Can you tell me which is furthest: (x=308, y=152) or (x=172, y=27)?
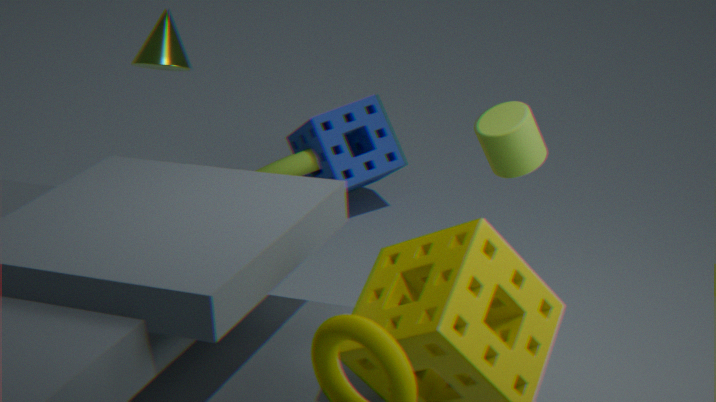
(x=308, y=152)
